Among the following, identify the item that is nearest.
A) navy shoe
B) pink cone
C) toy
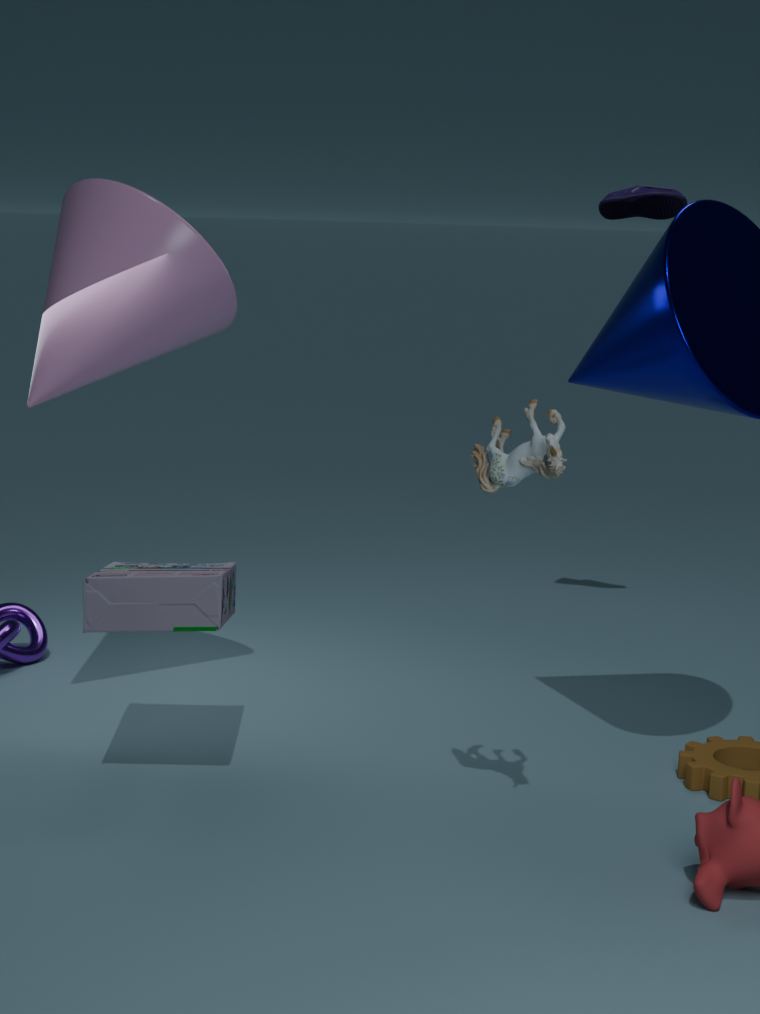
toy
